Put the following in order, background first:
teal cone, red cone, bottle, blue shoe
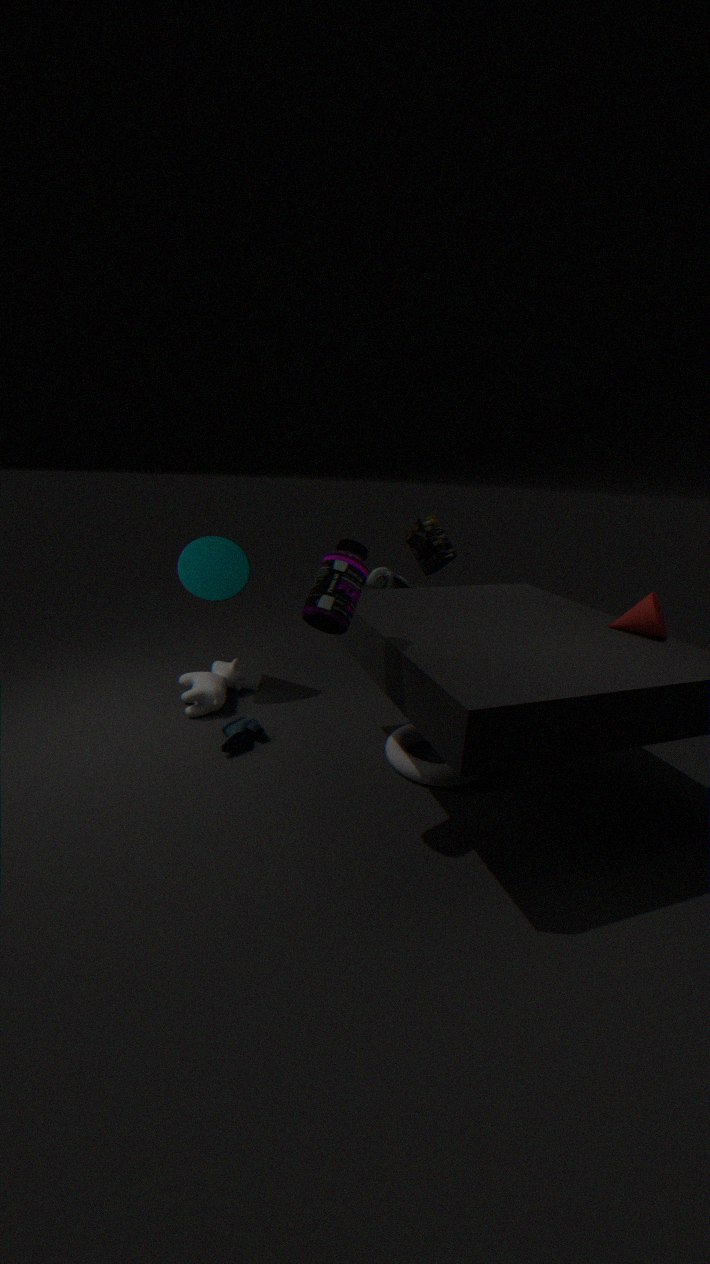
teal cone → blue shoe → red cone → bottle
